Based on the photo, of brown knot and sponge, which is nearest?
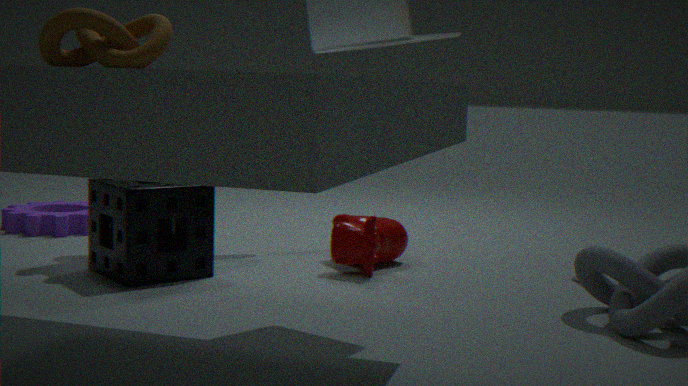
brown knot
